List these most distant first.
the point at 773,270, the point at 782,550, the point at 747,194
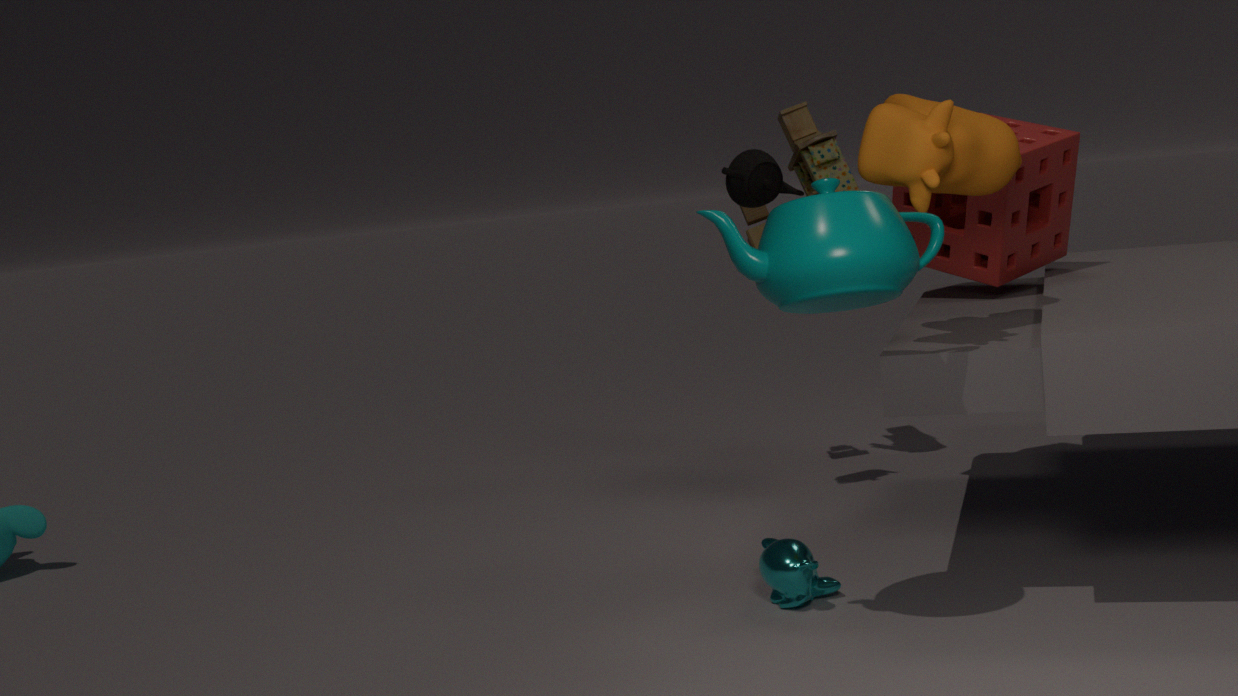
the point at 747,194 < the point at 782,550 < the point at 773,270
